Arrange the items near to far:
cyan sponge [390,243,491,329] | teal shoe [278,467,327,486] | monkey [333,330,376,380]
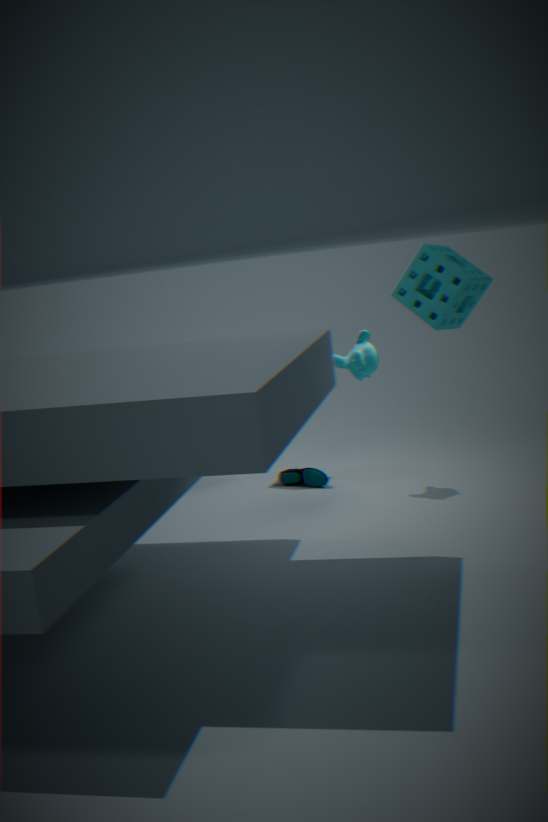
1. cyan sponge [390,243,491,329]
2. monkey [333,330,376,380]
3. teal shoe [278,467,327,486]
